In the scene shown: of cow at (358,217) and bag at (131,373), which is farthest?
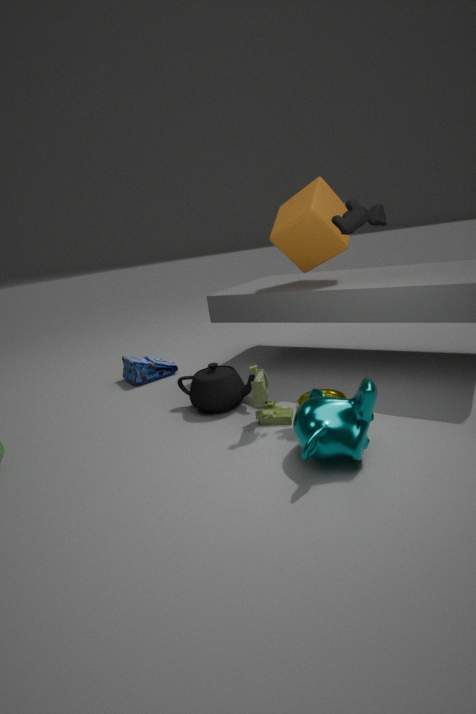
bag at (131,373)
